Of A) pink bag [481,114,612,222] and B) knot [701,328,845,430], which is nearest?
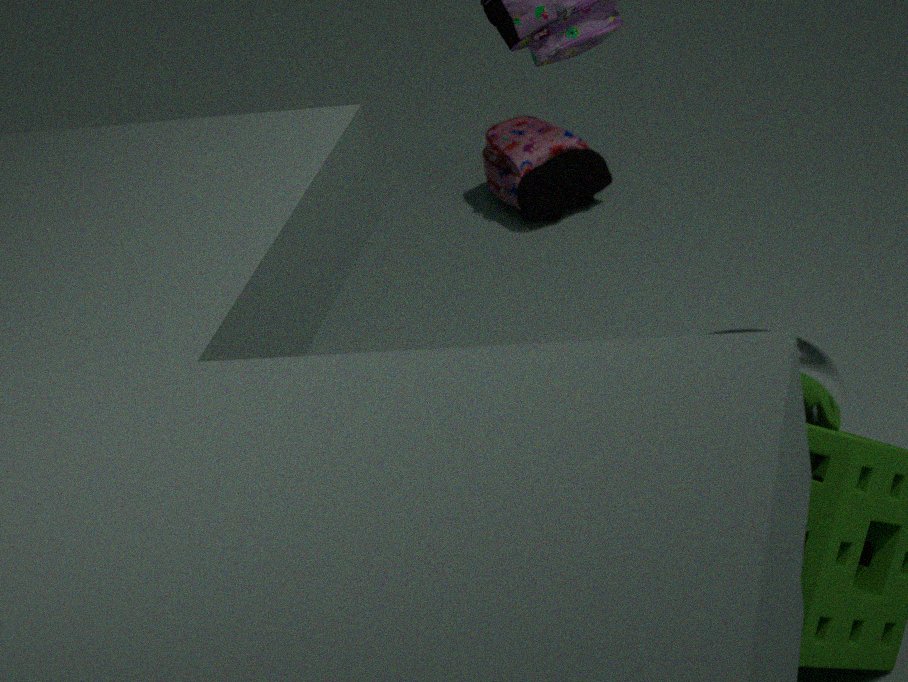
B. knot [701,328,845,430]
